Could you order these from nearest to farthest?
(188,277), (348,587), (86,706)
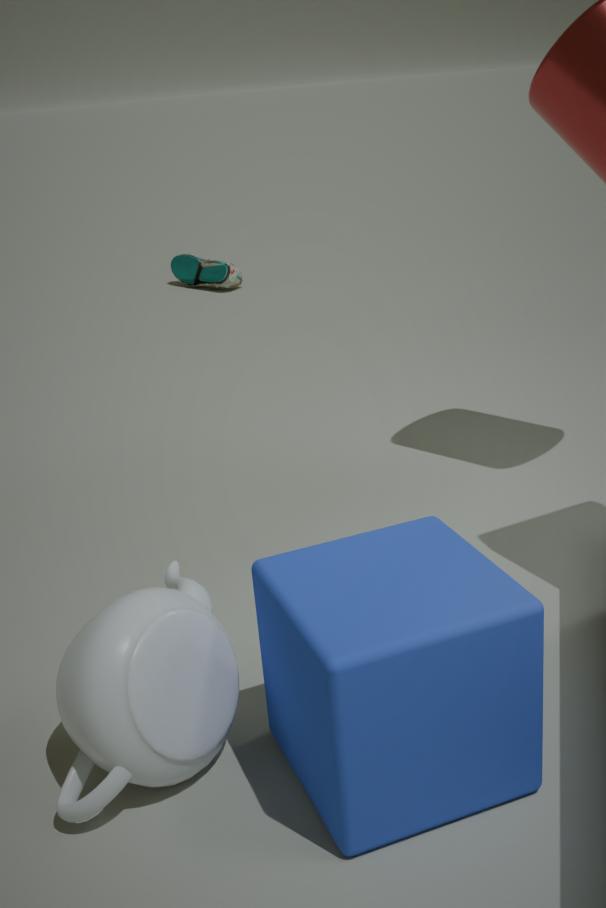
(348,587) → (86,706) → (188,277)
